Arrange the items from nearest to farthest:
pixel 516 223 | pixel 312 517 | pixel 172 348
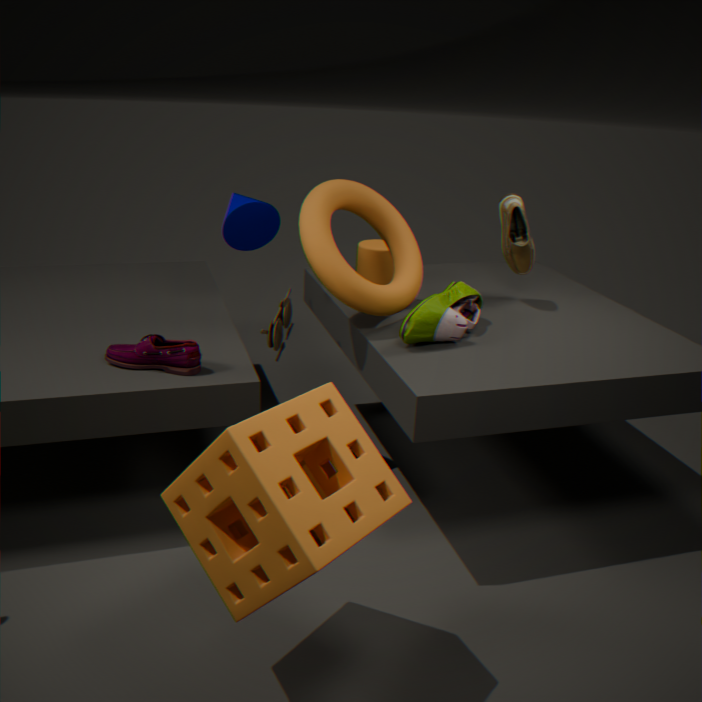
pixel 312 517, pixel 172 348, pixel 516 223
